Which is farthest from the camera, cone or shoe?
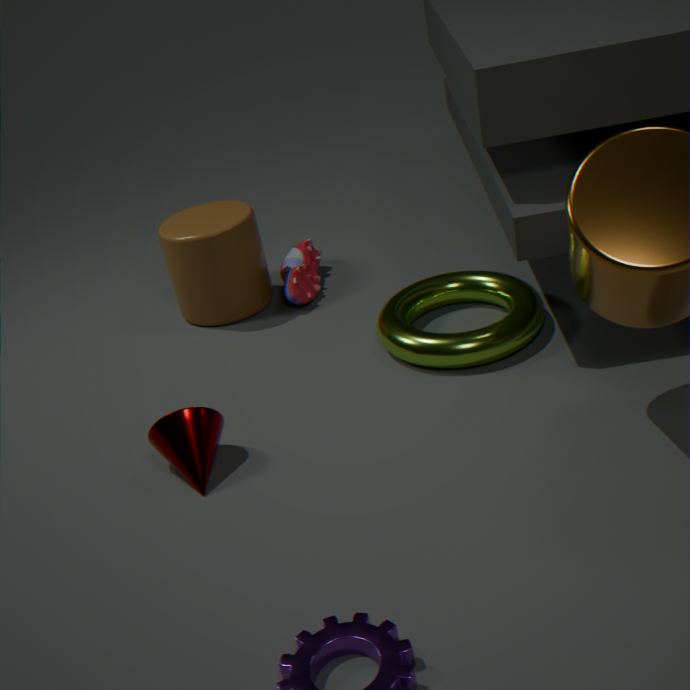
shoe
